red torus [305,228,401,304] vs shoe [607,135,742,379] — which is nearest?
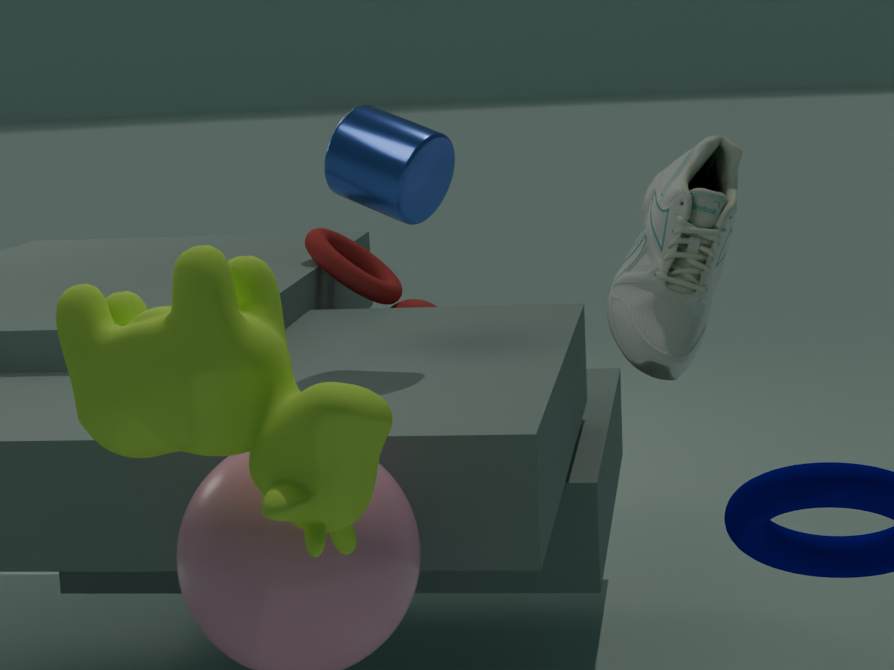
shoe [607,135,742,379]
